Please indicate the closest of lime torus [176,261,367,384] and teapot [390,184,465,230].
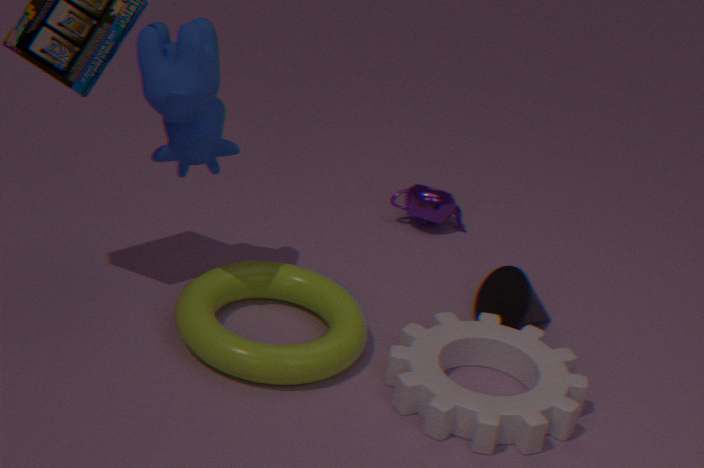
lime torus [176,261,367,384]
